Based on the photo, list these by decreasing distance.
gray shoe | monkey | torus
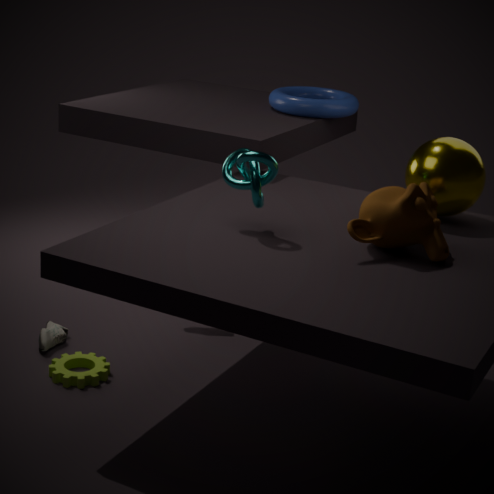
torus → gray shoe → monkey
